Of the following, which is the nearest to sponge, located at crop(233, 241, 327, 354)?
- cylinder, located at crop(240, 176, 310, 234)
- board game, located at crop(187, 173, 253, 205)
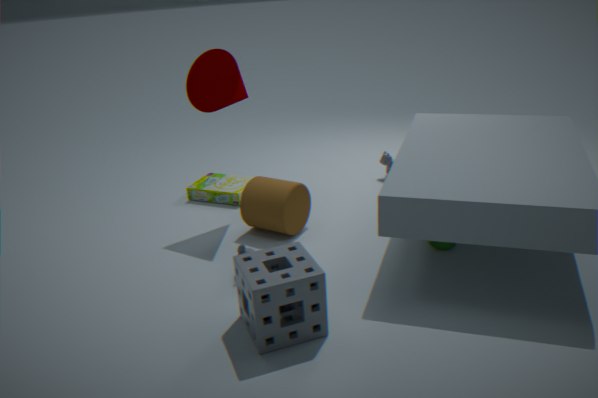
cylinder, located at crop(240, 176, 310, 234)
